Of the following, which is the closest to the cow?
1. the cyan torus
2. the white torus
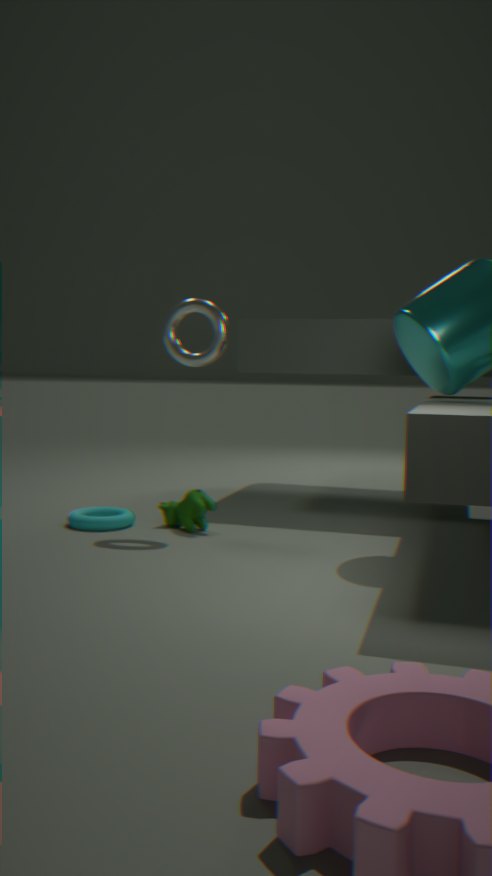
the cyan torus
